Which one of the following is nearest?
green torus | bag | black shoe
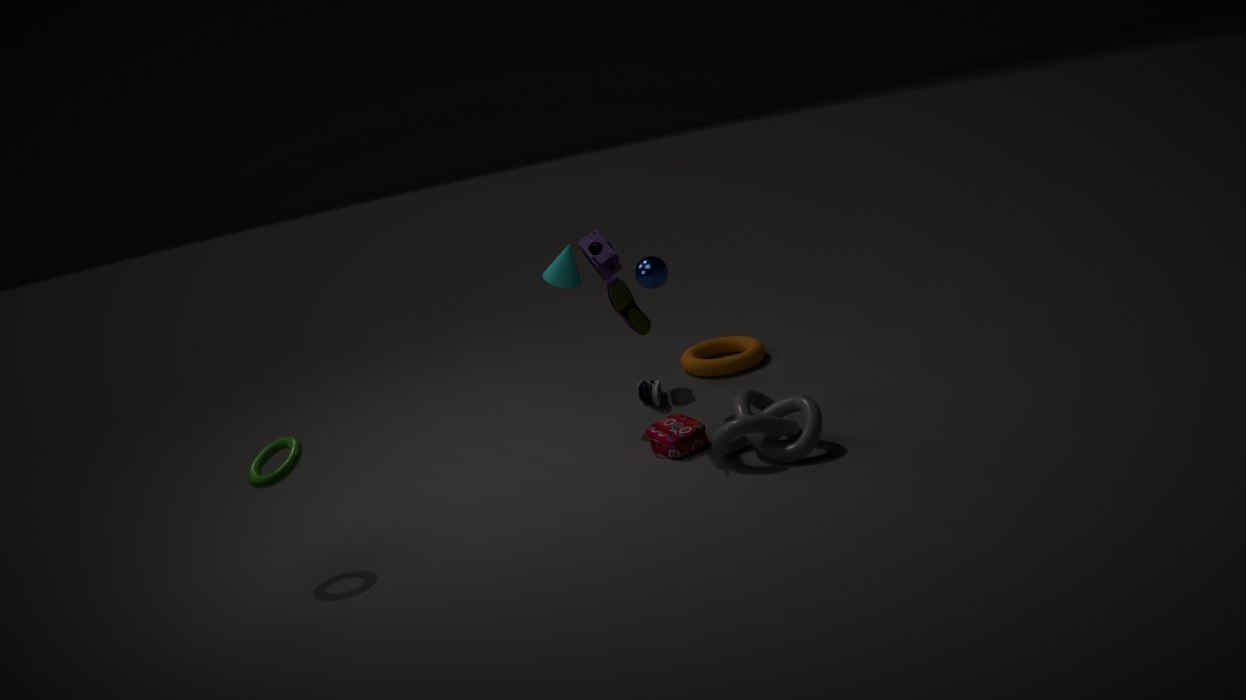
green torus
